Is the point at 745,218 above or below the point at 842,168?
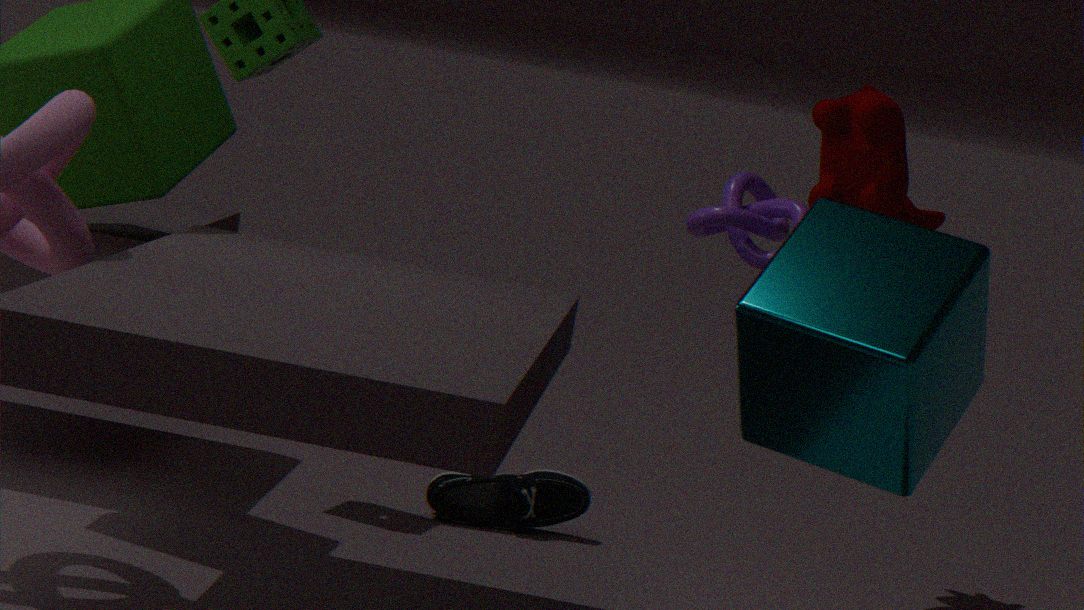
below
